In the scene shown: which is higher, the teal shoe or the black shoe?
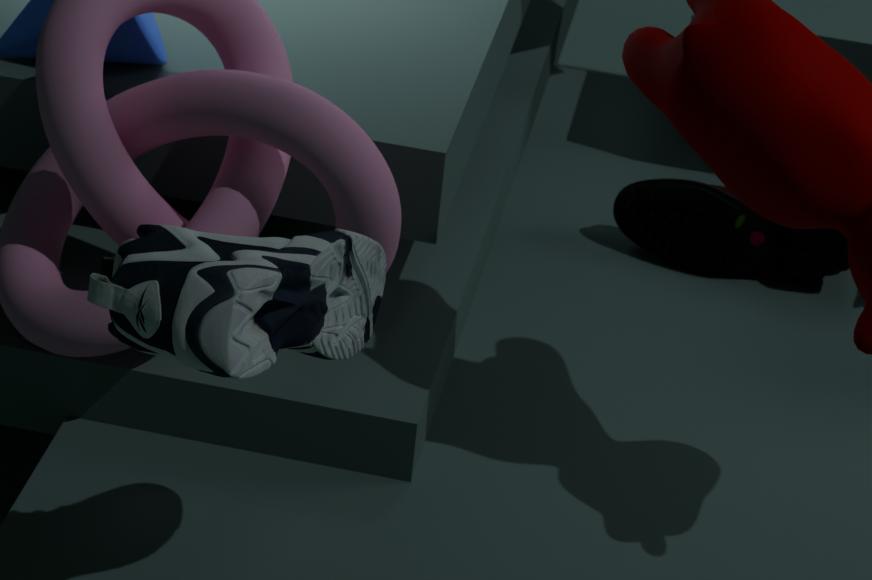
the teal shoe
